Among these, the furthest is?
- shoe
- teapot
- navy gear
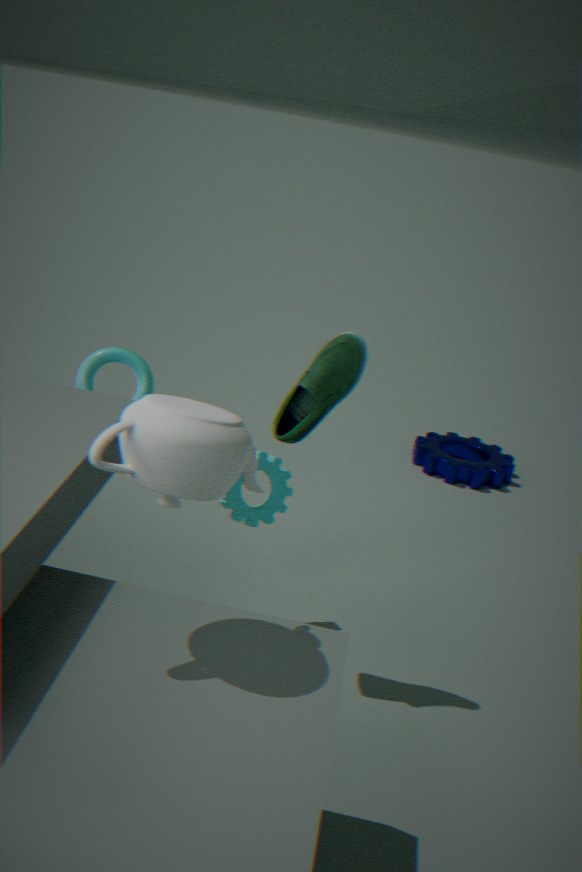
navy gear
